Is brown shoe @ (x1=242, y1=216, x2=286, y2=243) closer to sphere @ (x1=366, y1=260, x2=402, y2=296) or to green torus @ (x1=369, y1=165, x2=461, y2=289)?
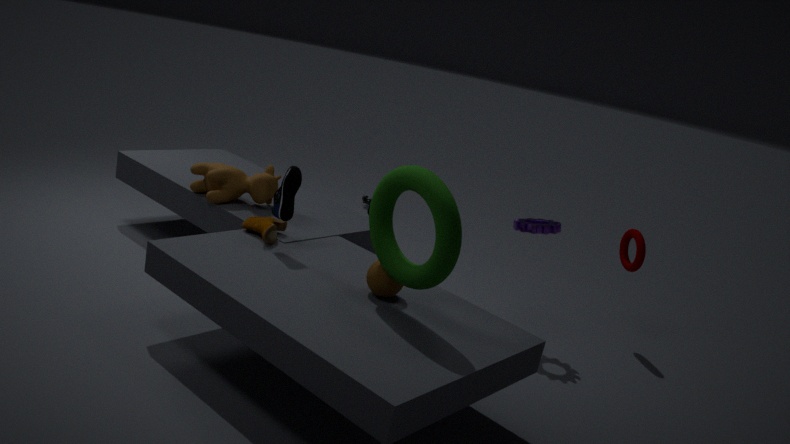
sphere @ (x1=366, y1=260, x2=402, y2=296)
